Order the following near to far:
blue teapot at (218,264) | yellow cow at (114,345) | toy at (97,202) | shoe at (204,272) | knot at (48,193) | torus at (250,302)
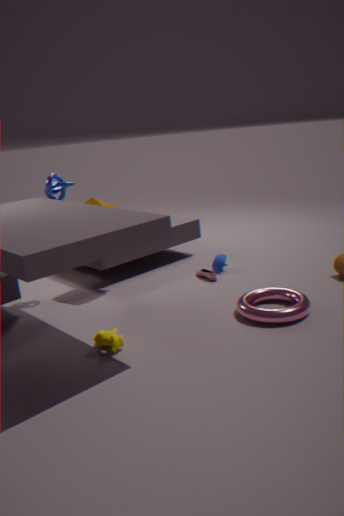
yellow cow at (114,345), torus at (250,302), knot at (48,193), toy at (97,202), shoe at (204,272), blue teapot at (218,264)
